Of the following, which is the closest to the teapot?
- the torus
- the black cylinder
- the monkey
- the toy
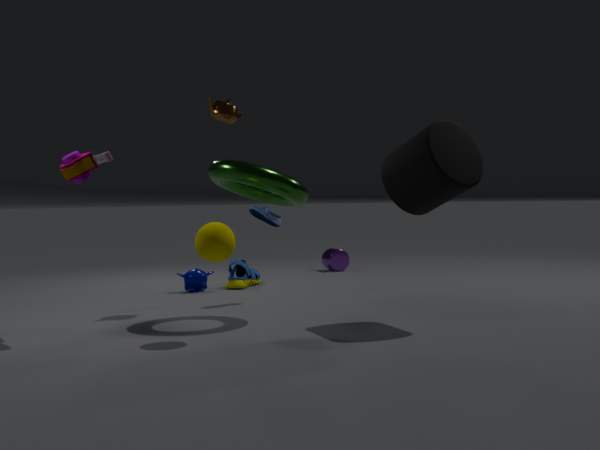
the torus
